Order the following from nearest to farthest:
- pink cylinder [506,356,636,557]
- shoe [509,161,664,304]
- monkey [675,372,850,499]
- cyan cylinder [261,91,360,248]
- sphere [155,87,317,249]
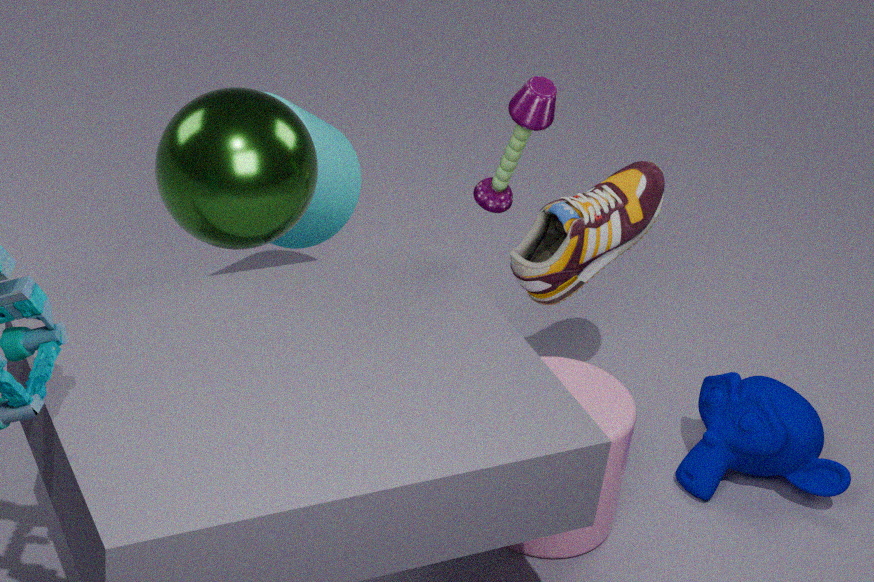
sphere [155,87,317,249]
pink cylinder [506,356,636,557]
shoe [509,161,664,304]
cyan cylinder [261,91,360,248]
monkey [675,372,850,499]
